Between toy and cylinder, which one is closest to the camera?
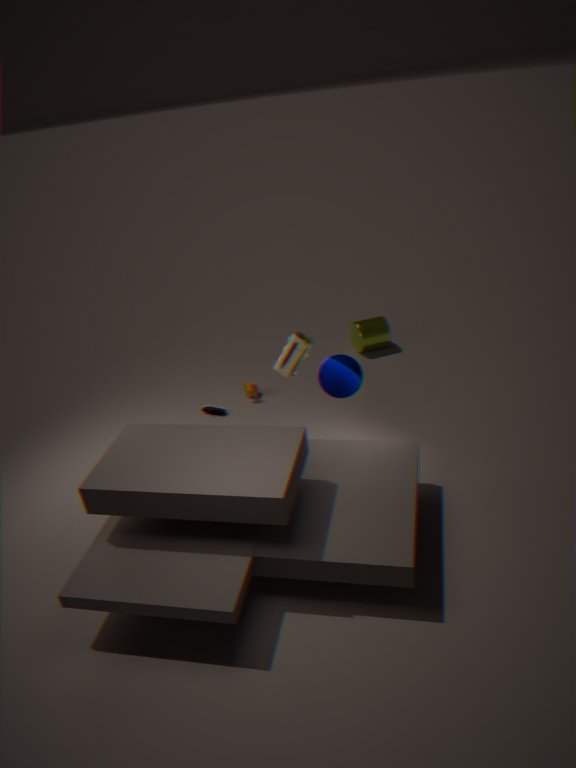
toy
